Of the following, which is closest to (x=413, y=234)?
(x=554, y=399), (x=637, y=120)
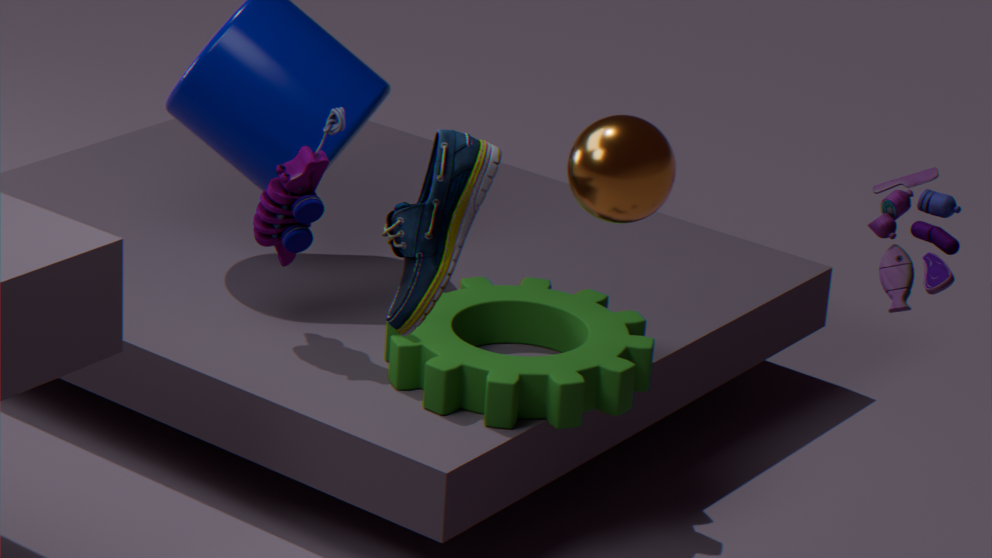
(x=637, y=120)
